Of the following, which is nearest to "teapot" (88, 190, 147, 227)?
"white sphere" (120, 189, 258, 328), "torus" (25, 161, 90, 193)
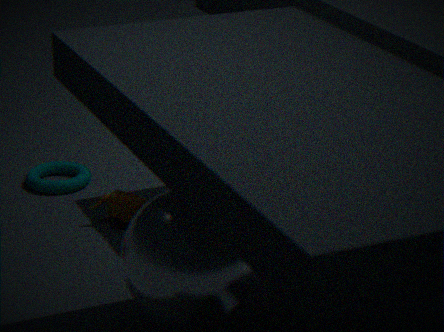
"torus" (25, 161, 90, 193)
